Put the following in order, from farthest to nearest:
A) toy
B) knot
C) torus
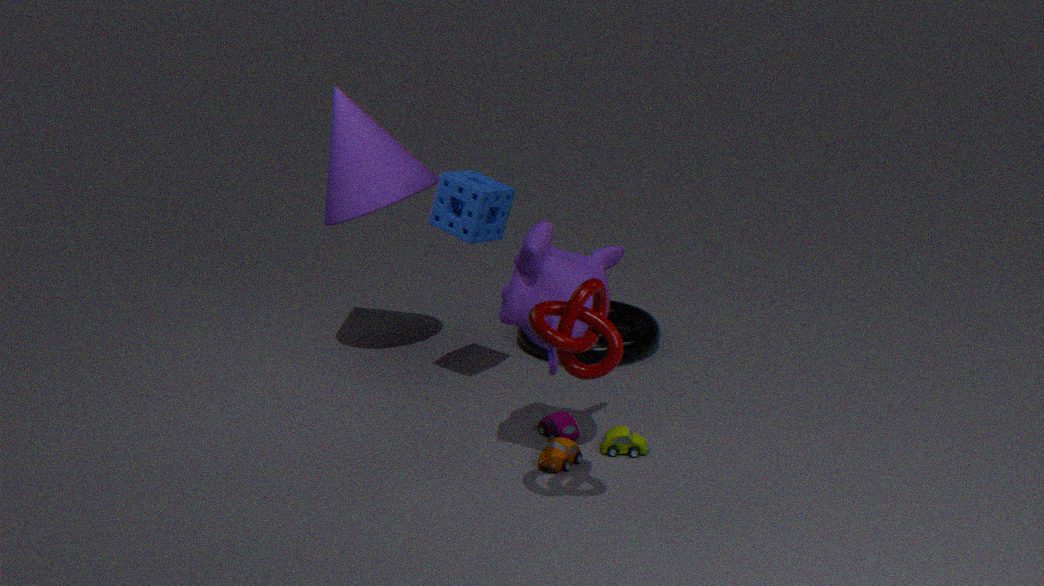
1. torus
2. toy
3. knot
